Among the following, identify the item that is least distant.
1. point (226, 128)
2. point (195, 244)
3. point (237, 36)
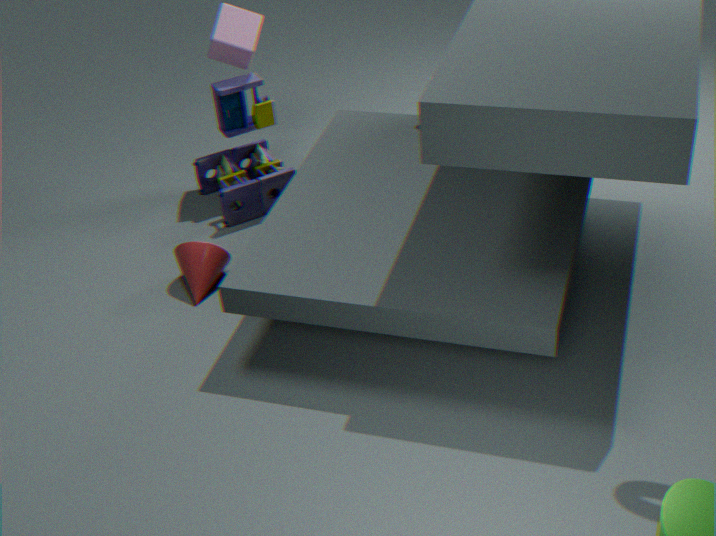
point (195, 244)
